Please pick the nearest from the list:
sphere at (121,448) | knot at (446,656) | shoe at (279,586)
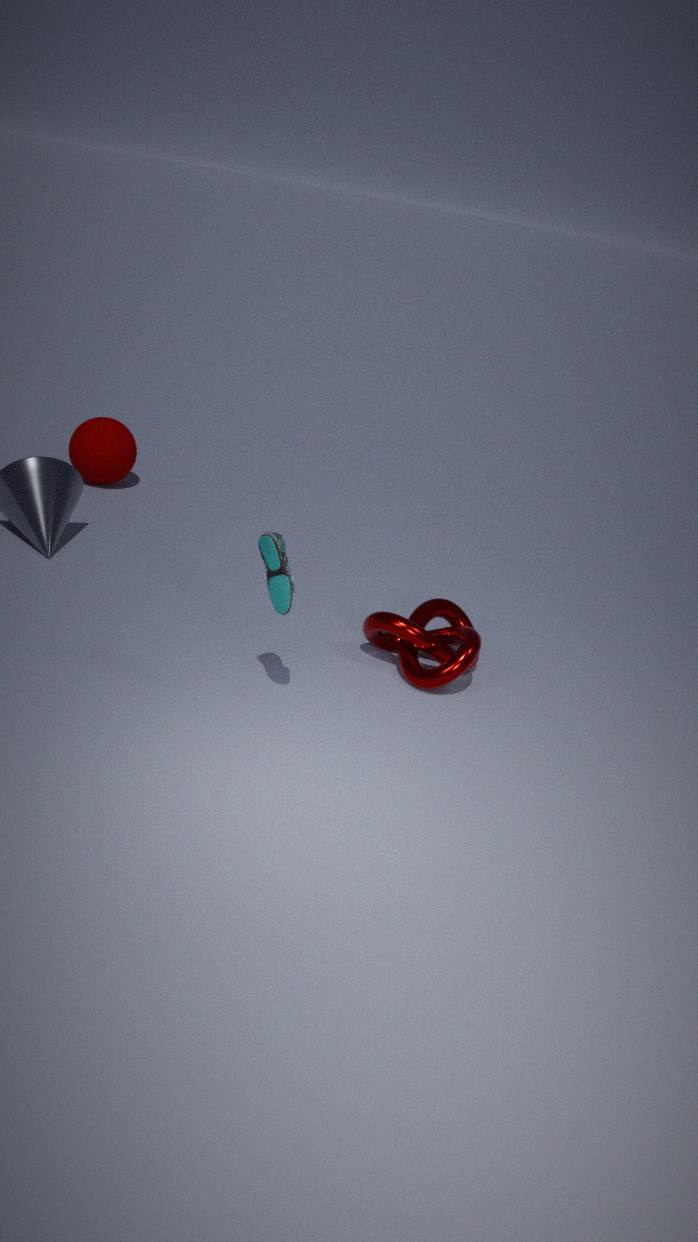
shoe at (279,586)
